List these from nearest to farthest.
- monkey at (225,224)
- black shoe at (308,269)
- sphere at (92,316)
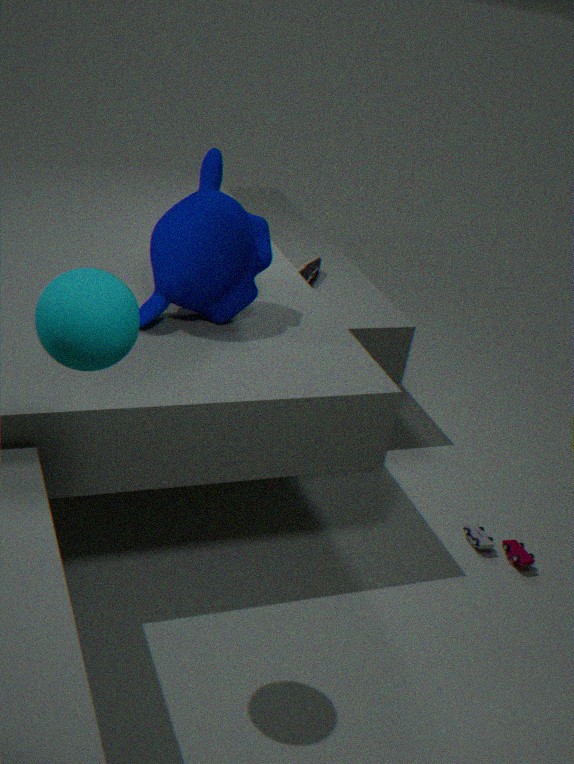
sphere at (92,316), monkey at (225,224), black shoe at (308,269)
